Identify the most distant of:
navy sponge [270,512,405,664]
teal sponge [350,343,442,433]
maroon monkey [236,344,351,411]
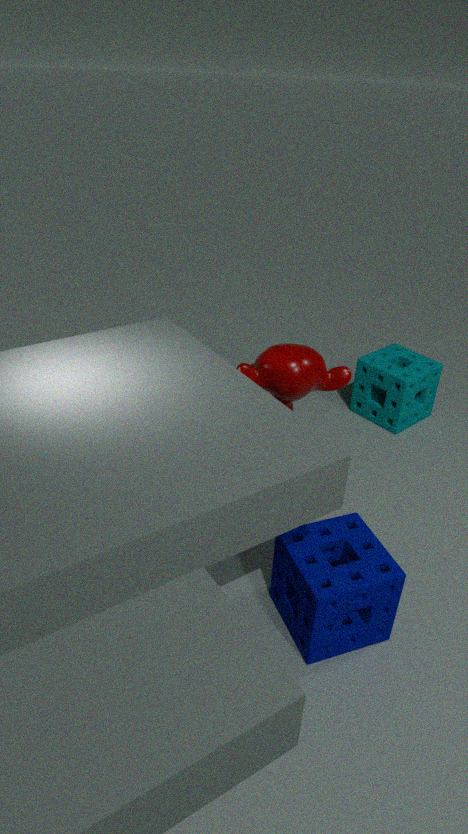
teal sponge [350,343,442,433]
